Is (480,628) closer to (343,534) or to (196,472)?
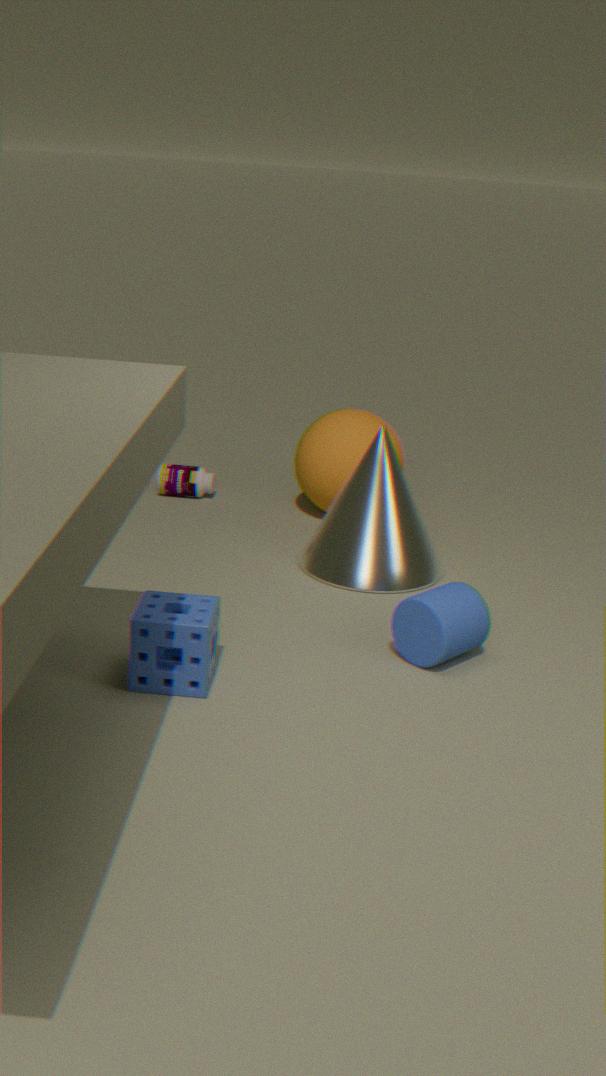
(343,534)
